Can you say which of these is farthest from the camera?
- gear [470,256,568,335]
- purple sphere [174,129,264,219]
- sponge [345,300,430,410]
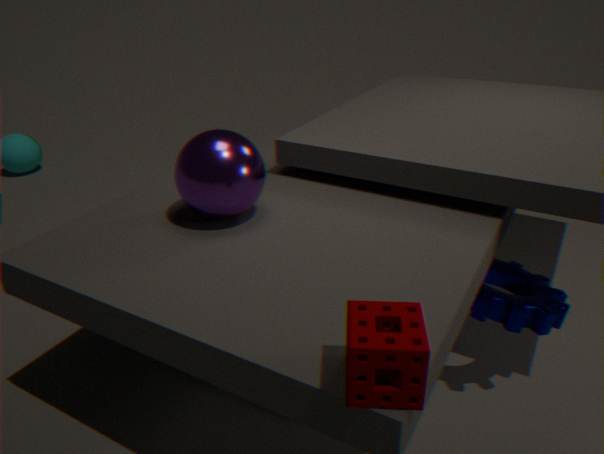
gear [470,256,568,335]
